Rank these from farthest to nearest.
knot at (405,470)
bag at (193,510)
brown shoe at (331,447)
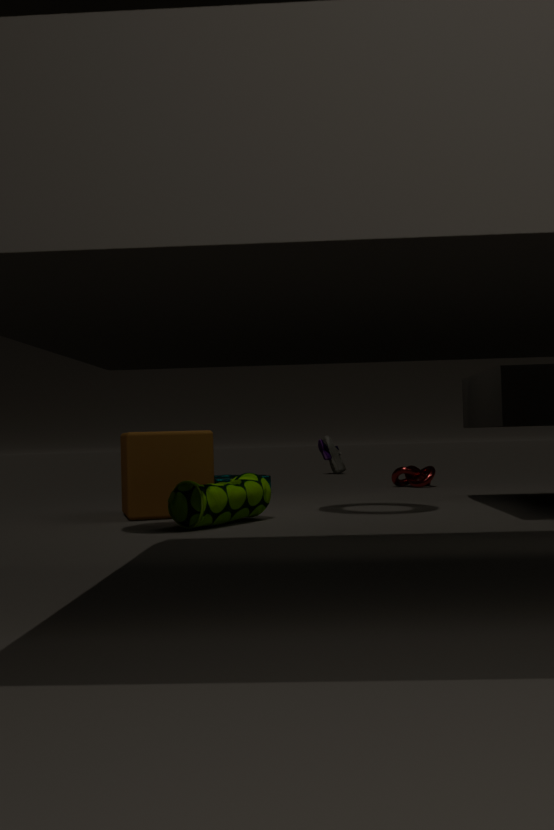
brown shoe at (331,447), knot at (405,470), bag at (193,510)
